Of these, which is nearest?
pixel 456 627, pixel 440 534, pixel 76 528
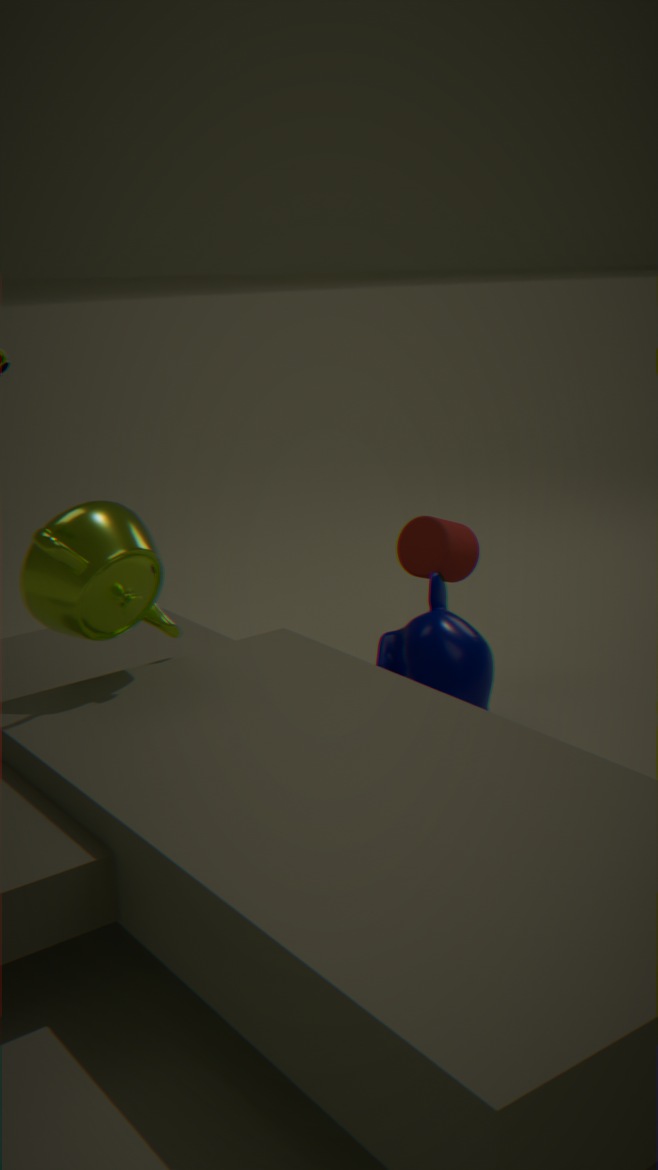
pixel 76 528
